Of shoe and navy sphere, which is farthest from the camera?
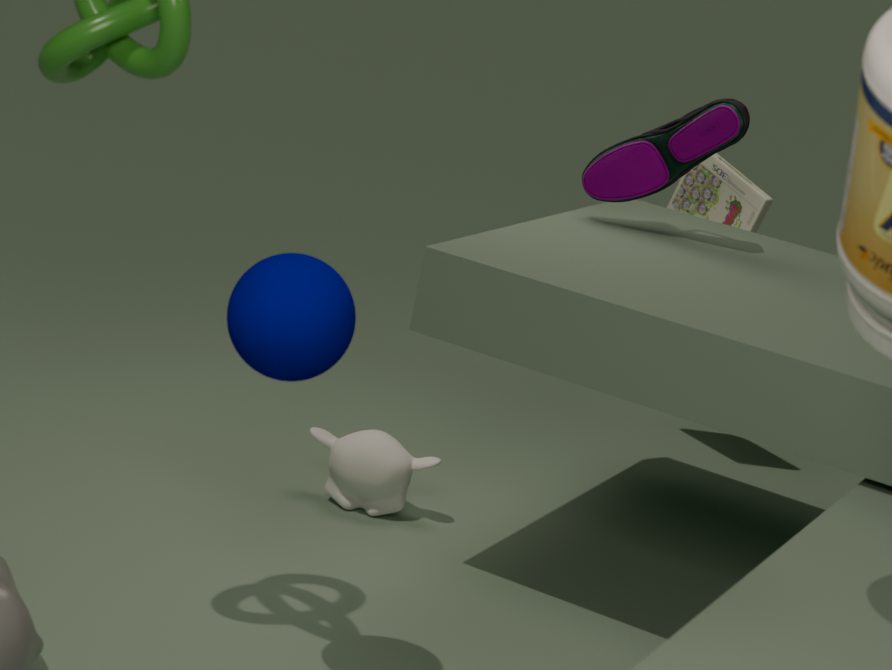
shoe
